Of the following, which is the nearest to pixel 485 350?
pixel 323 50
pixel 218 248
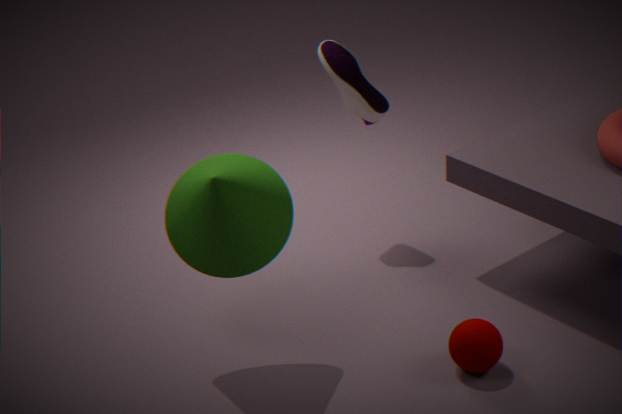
pixel 218 248
